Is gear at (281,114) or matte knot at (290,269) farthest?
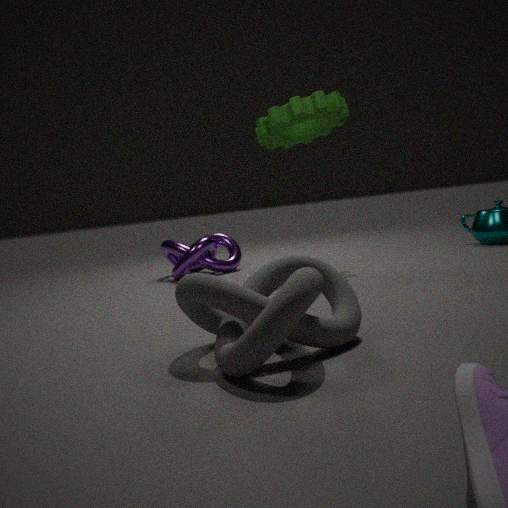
gear at (281,114)
